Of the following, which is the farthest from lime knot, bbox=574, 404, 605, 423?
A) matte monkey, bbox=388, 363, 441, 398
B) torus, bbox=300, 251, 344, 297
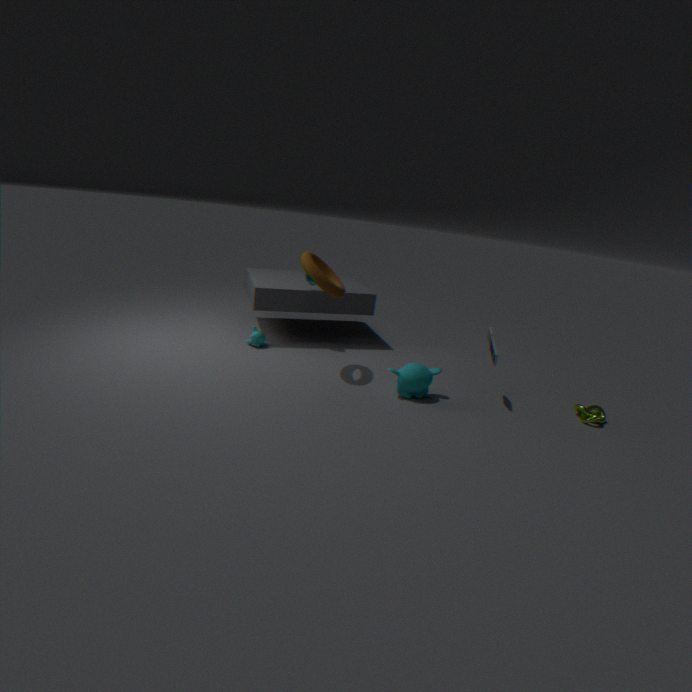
torus, bbox=300, 251, 344, 297
